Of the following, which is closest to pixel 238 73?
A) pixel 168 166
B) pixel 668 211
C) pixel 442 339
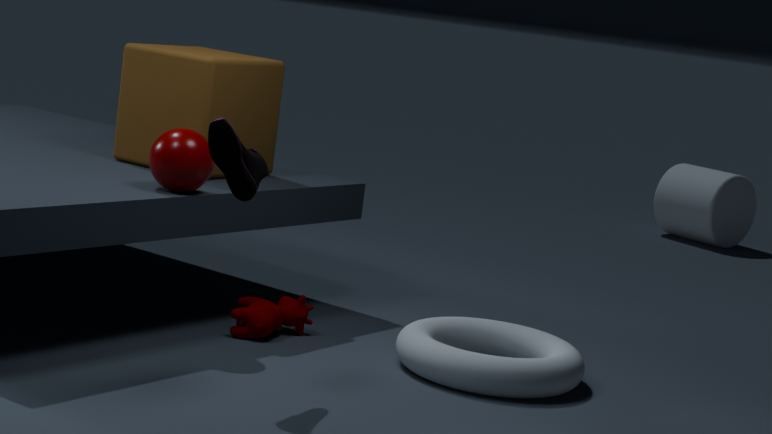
pixel 168 166
